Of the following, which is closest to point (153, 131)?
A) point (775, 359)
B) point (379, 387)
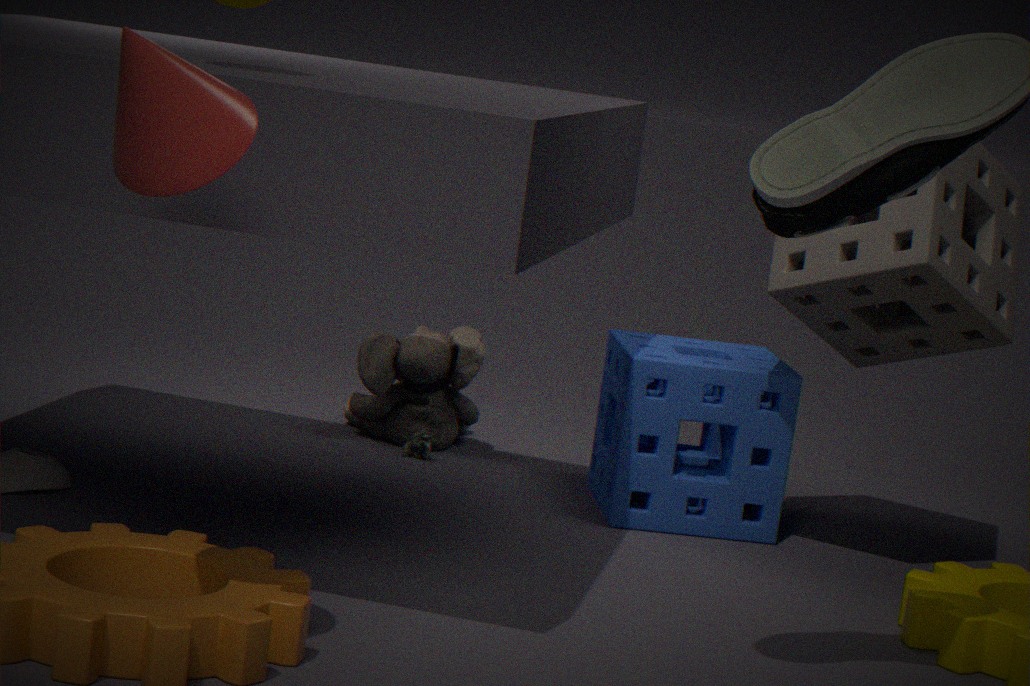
point (775, 359)
